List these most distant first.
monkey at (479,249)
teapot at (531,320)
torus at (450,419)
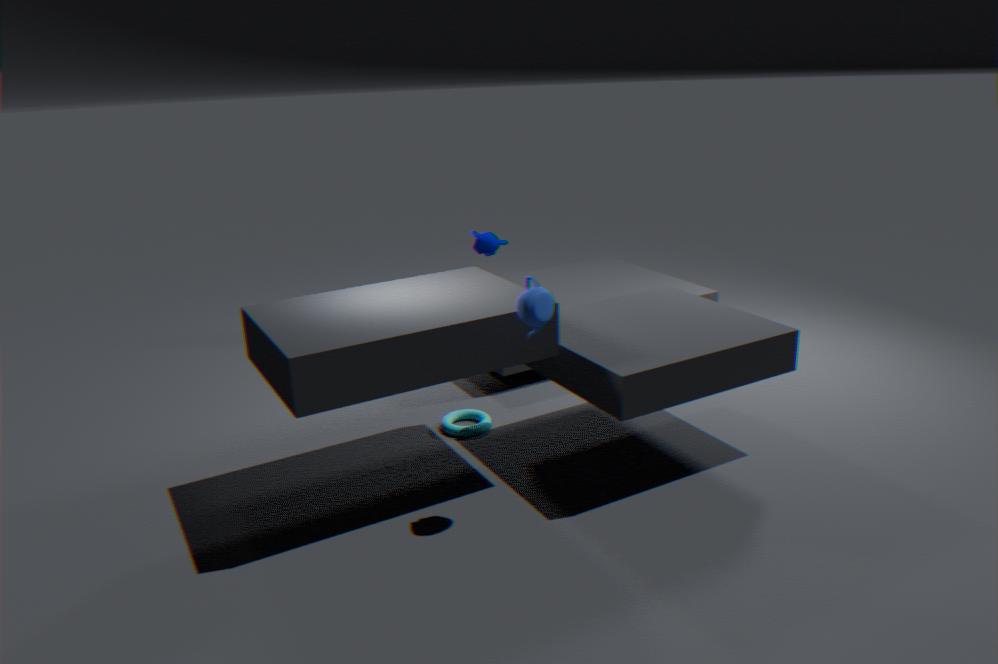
1. monkey at (479,249)
2. torus at (450,419)
3. teapot at (531,320)
